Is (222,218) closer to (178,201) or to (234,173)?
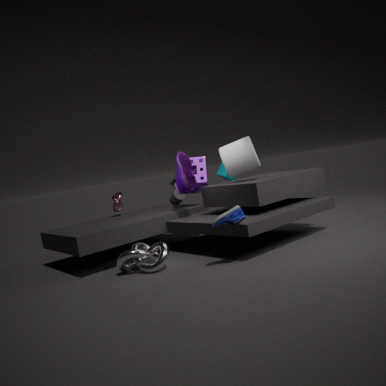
(234,173)
